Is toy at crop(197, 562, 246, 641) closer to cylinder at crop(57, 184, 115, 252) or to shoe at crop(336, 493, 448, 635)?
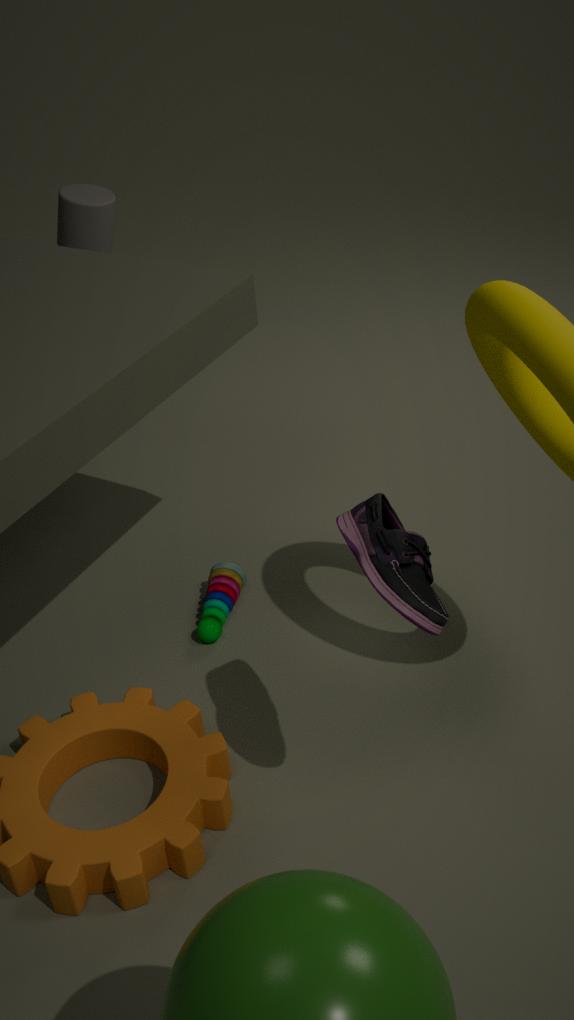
shoe at crop(336, 493, 448, 635)
